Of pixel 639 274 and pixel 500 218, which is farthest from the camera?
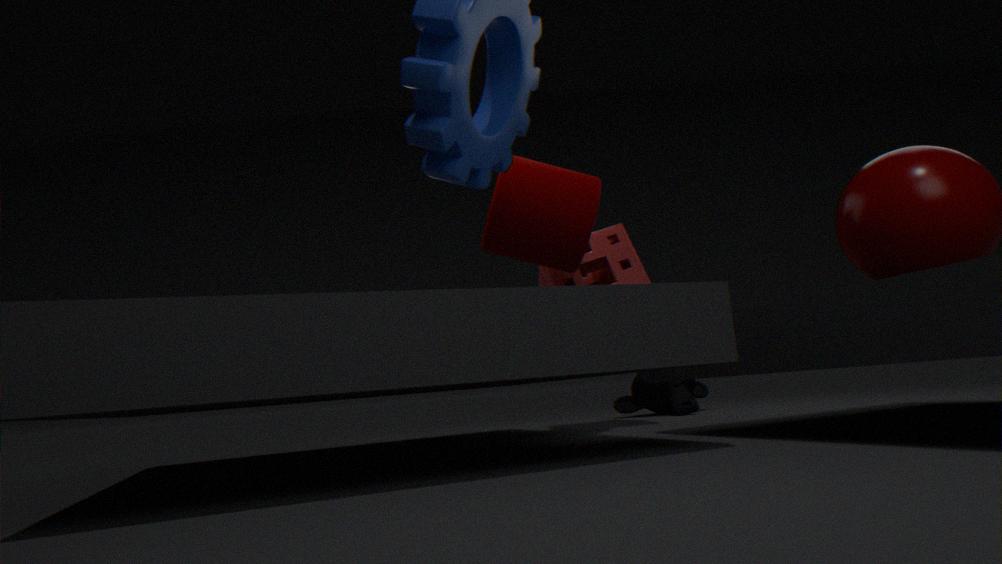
pixel 639 274
